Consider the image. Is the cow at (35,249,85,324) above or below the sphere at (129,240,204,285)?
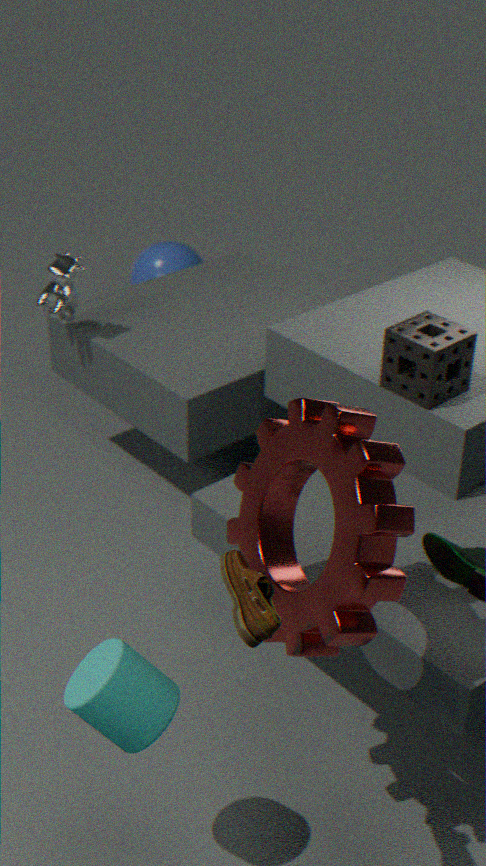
above
